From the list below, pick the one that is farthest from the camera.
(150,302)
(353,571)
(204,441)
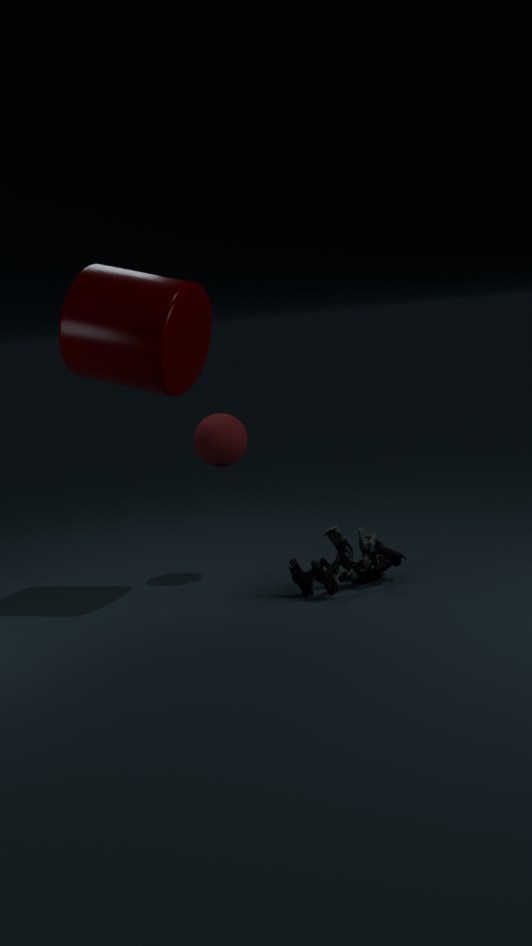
(204,441)
